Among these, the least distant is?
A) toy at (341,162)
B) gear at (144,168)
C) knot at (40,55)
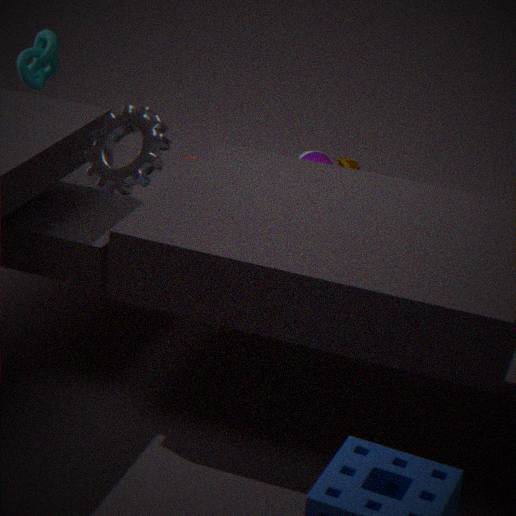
gear at (144,168)
